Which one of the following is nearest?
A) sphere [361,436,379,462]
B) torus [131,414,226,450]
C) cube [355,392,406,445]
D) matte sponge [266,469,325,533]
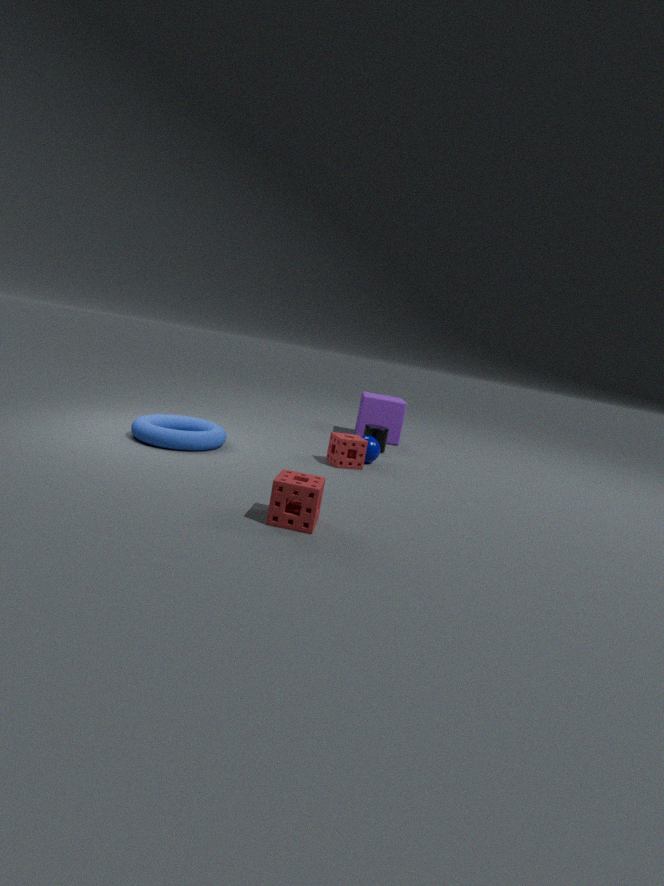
D. matte sponge [266,469,325,533]
